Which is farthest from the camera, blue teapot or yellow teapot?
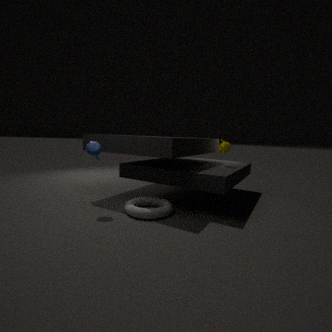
yellow teapot
